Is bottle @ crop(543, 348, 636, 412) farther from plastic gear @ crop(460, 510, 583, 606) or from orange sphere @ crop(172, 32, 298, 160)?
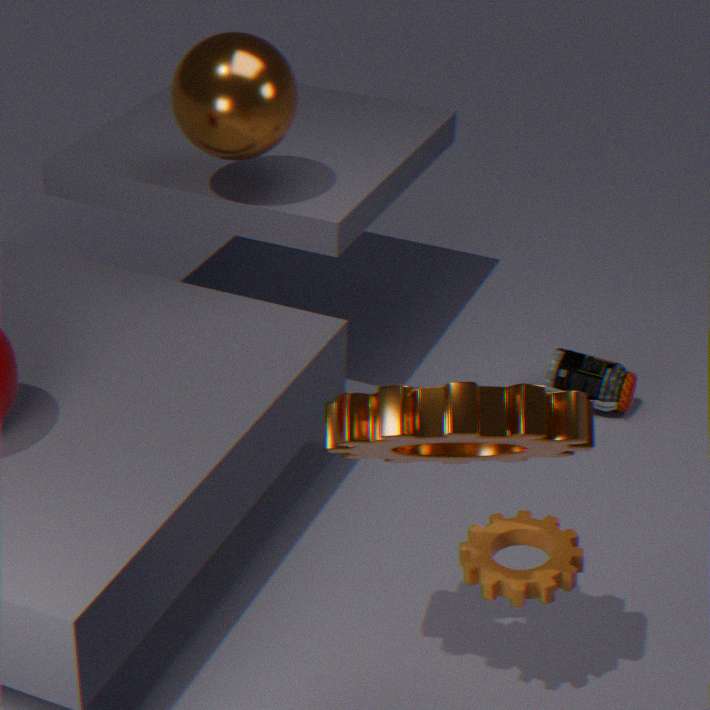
plastic gear @ crop(460, 510, 583, 606)
